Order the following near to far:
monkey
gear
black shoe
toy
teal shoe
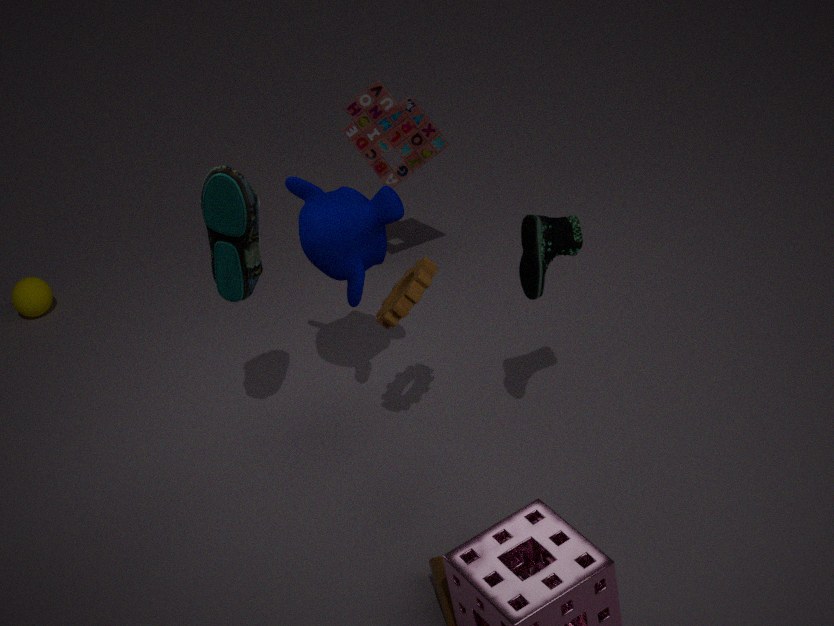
teal shoe, black shoe, gear, monkey, toy
